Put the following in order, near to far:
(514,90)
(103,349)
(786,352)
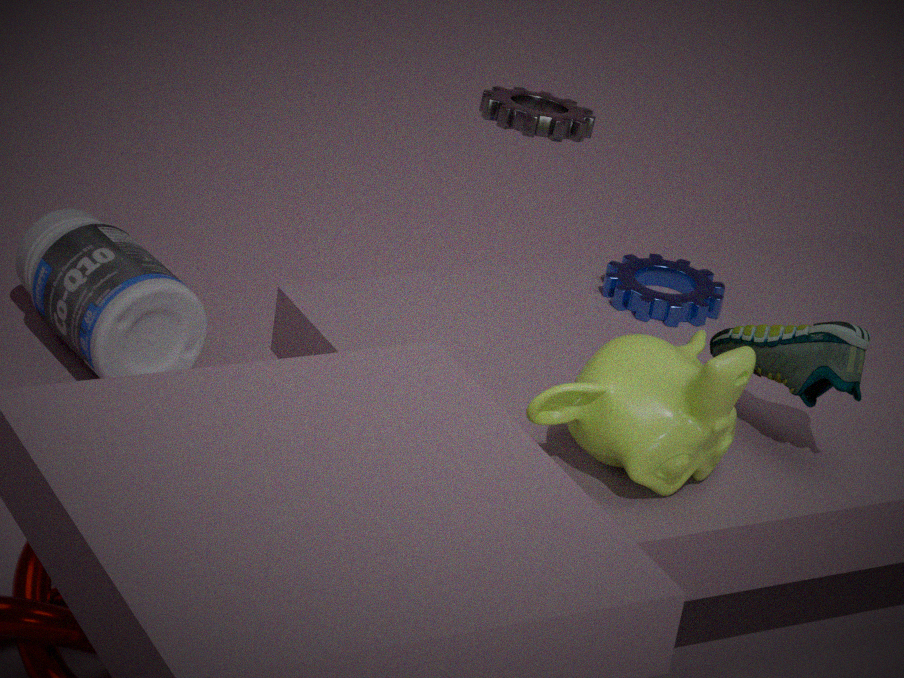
(786,352)
(514,90)
(103,349)
